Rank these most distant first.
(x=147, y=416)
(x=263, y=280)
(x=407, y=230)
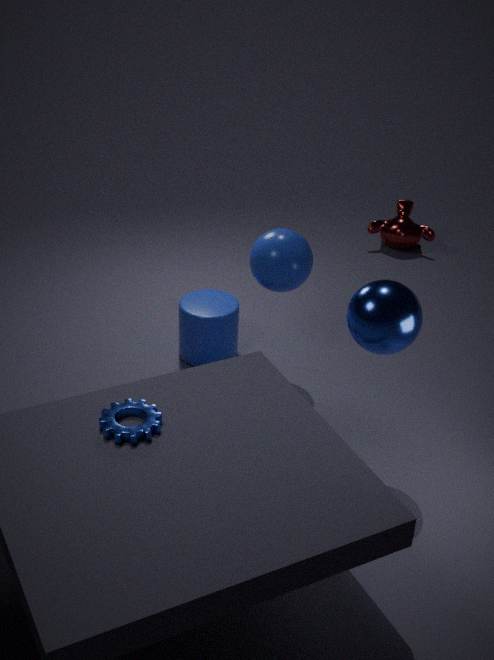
(x=407, y=230) < (x=263, y=280) < (x=147, y=416)
